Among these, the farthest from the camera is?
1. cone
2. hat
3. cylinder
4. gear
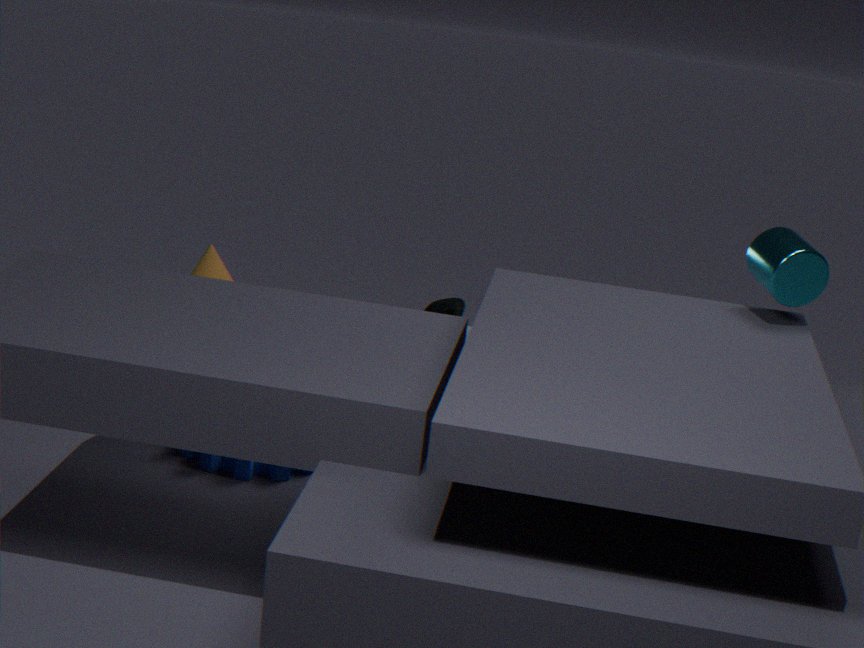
cone
